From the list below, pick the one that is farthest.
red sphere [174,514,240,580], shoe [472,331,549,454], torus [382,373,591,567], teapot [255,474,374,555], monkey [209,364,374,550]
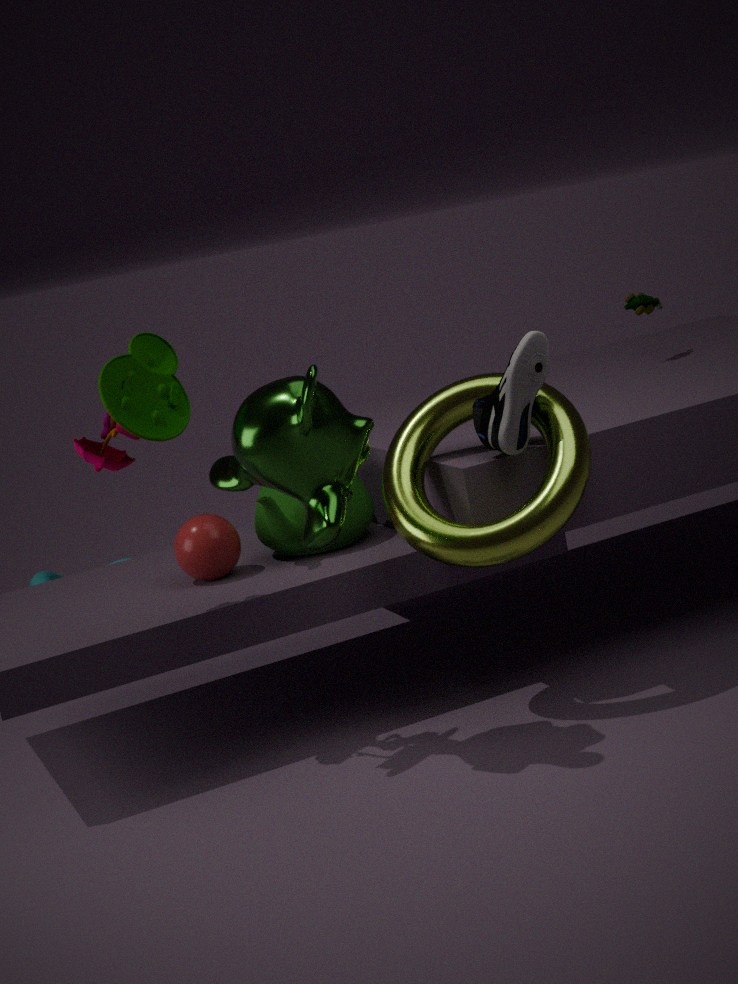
teapot [255,474,374,555]
